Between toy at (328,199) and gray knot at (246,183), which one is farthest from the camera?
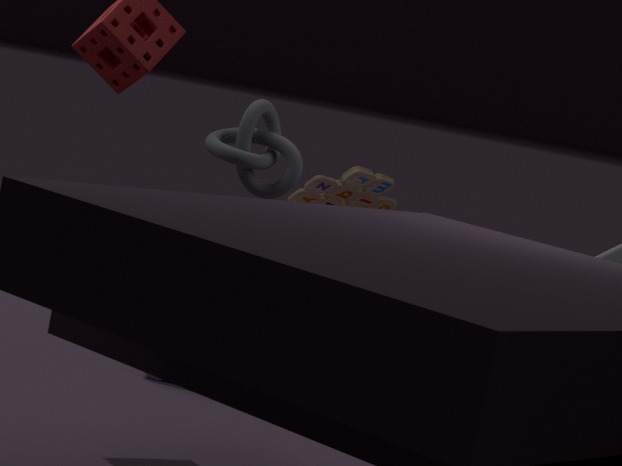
toy at (328,199)
